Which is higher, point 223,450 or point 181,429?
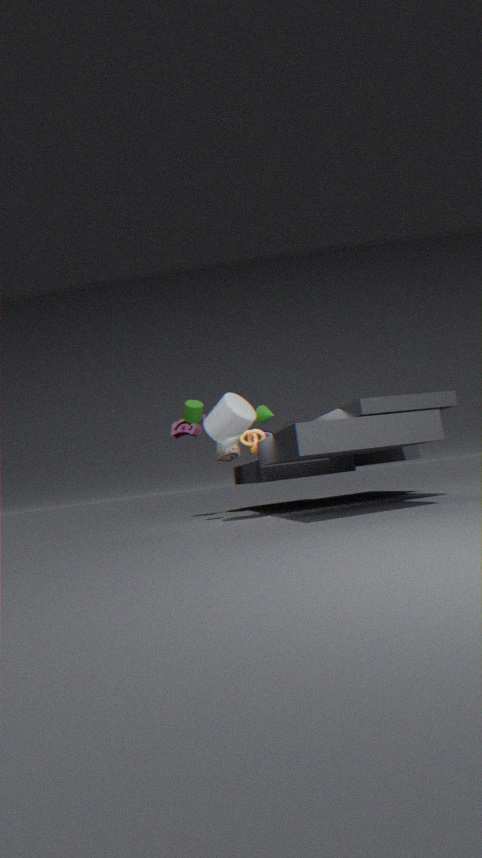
point 181,429
